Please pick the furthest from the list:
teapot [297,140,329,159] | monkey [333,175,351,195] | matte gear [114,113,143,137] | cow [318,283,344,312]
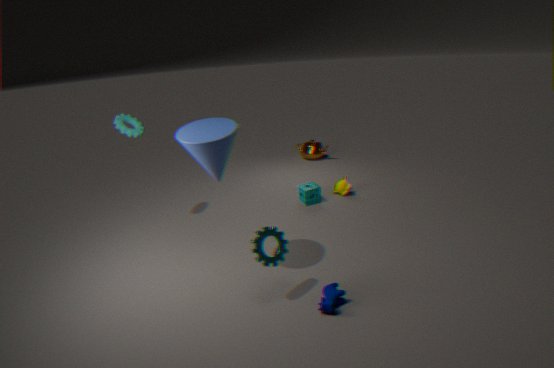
teapot [297,140,329,159]
